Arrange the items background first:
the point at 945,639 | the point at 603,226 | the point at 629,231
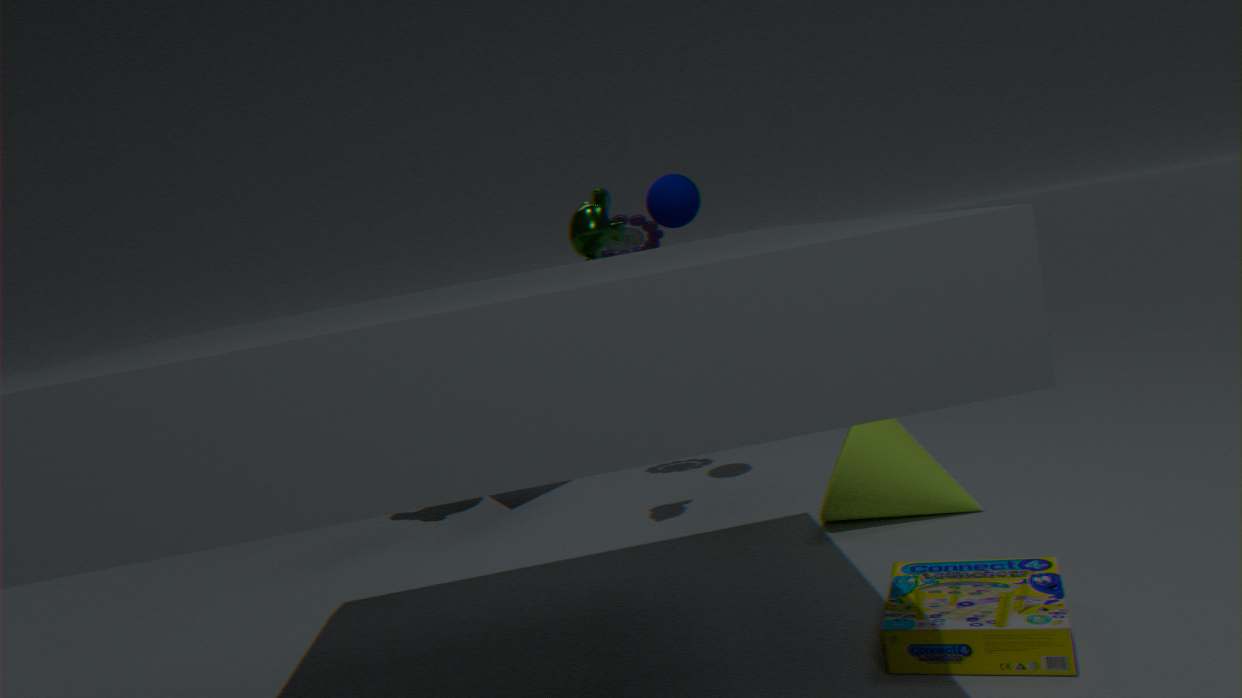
the point at 629,231
the point at 603,226
the point at 945,639
